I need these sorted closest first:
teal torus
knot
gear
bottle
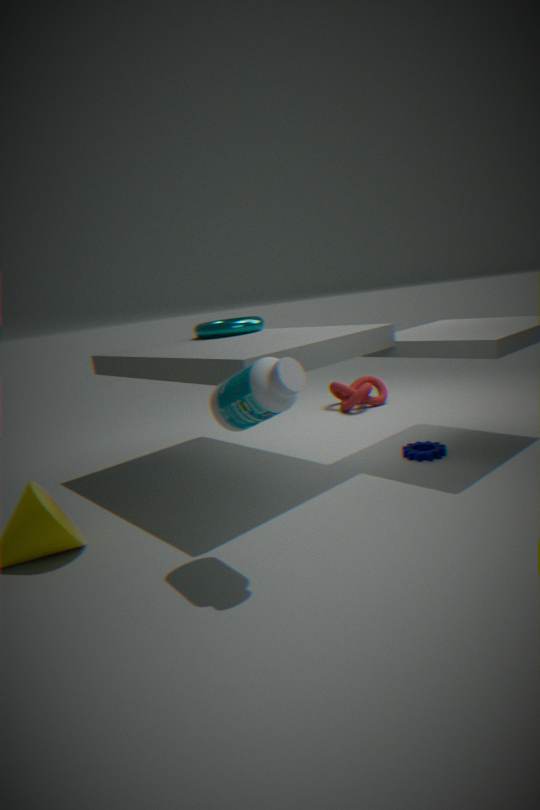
bottle → gear → teal torus → knot
